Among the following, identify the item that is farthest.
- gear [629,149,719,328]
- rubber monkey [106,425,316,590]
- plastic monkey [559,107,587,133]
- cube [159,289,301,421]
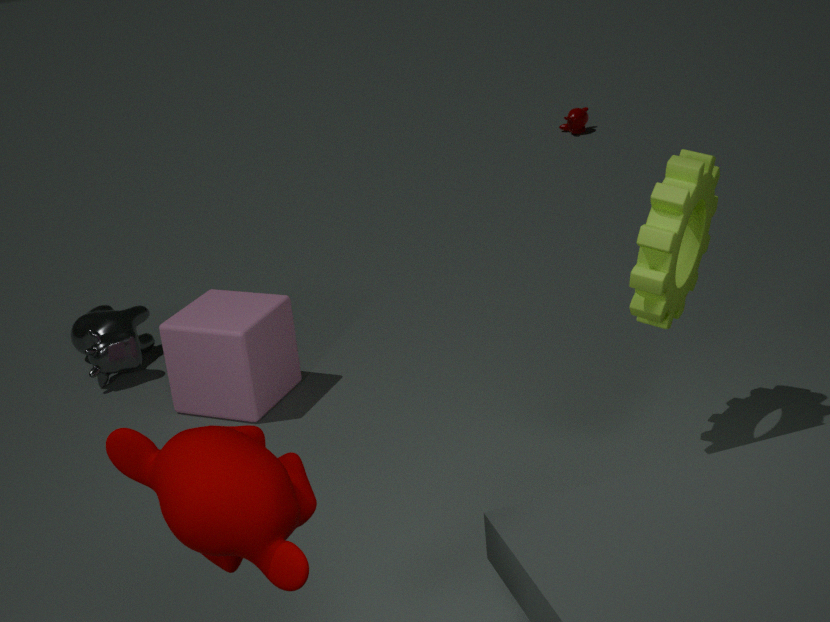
plastic monkey [559,107,587,133]
